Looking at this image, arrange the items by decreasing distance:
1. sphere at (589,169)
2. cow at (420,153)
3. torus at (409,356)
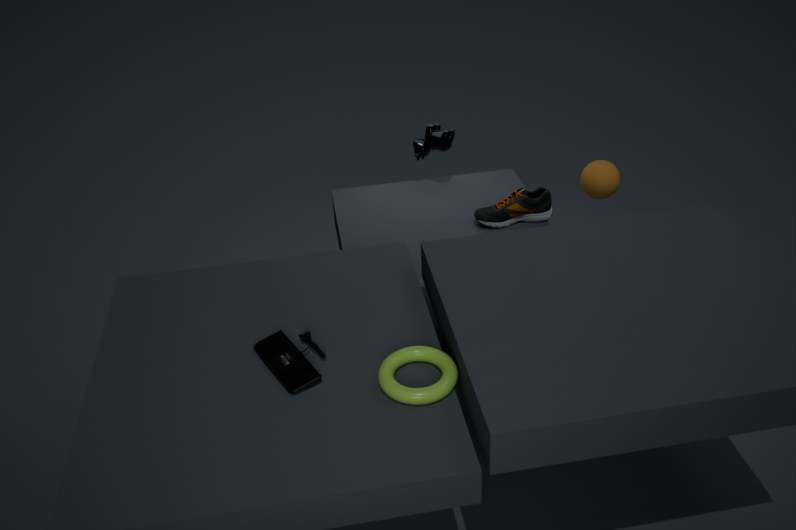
cow at (420,153) < sphere at (589,169) < torus at (409,356)
